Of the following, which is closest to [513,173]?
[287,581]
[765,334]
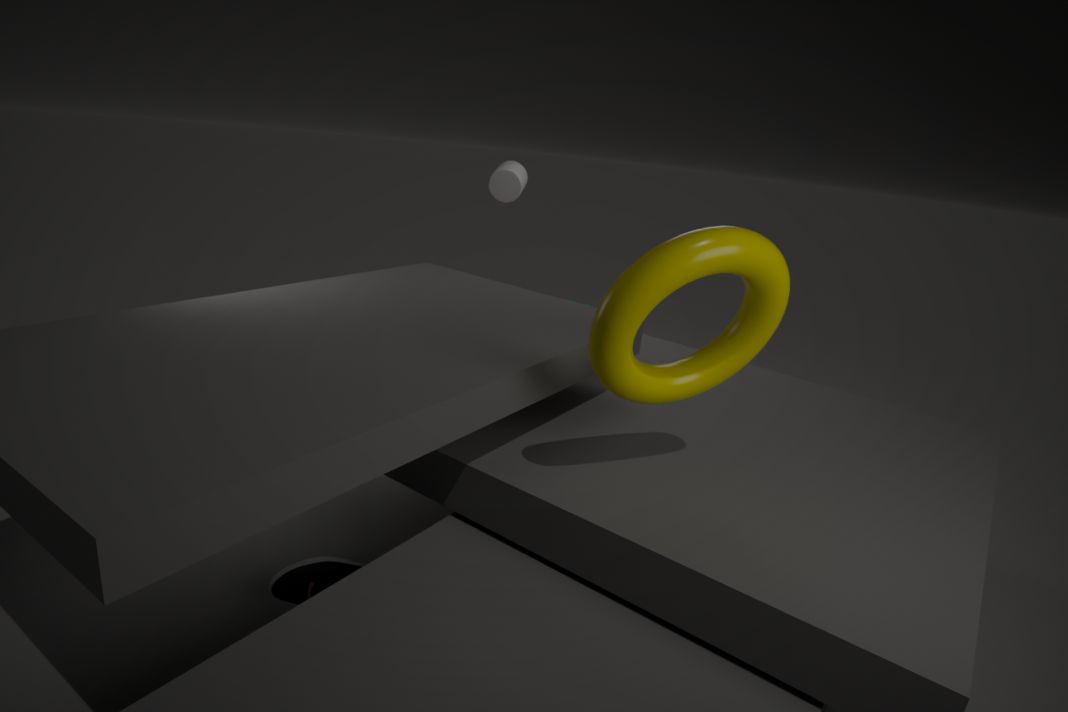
[765,334]
